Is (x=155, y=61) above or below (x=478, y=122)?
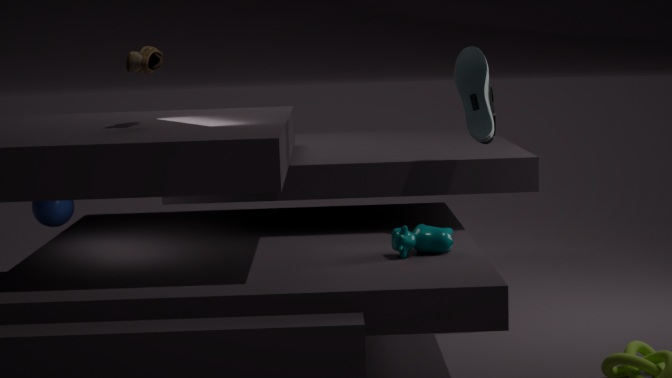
above
